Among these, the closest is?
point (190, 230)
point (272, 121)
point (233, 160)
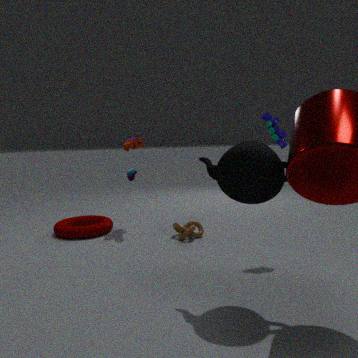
point (233, 160)
